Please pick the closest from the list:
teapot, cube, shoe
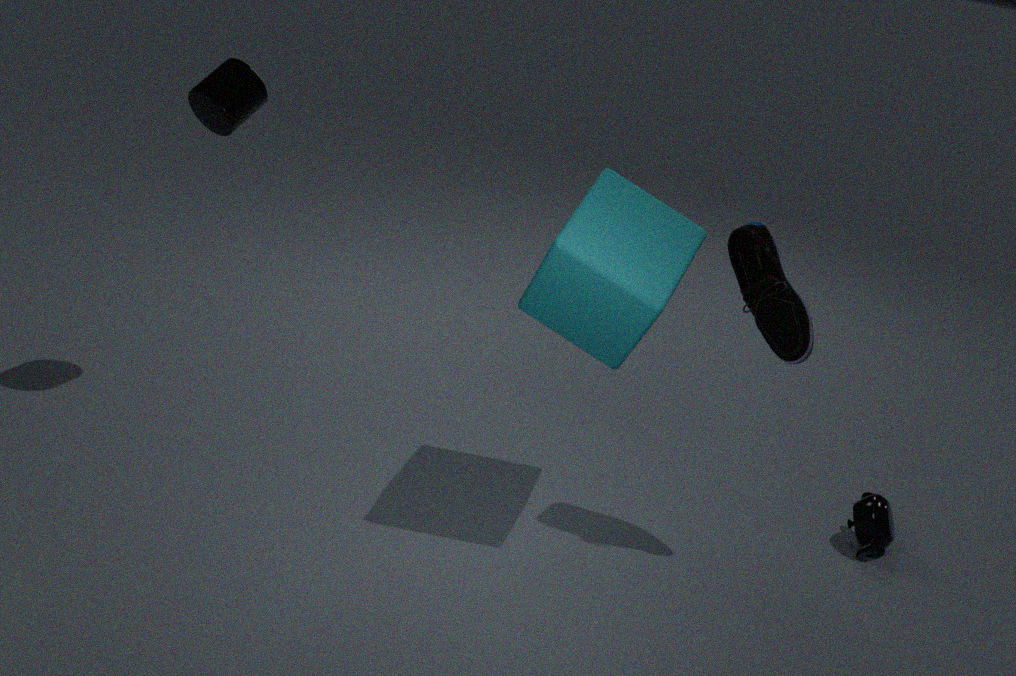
cube
